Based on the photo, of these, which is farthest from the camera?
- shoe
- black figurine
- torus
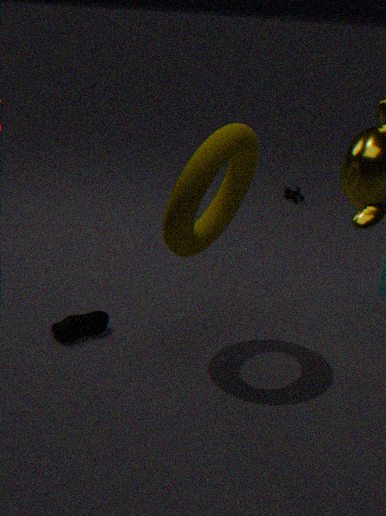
black figurine
